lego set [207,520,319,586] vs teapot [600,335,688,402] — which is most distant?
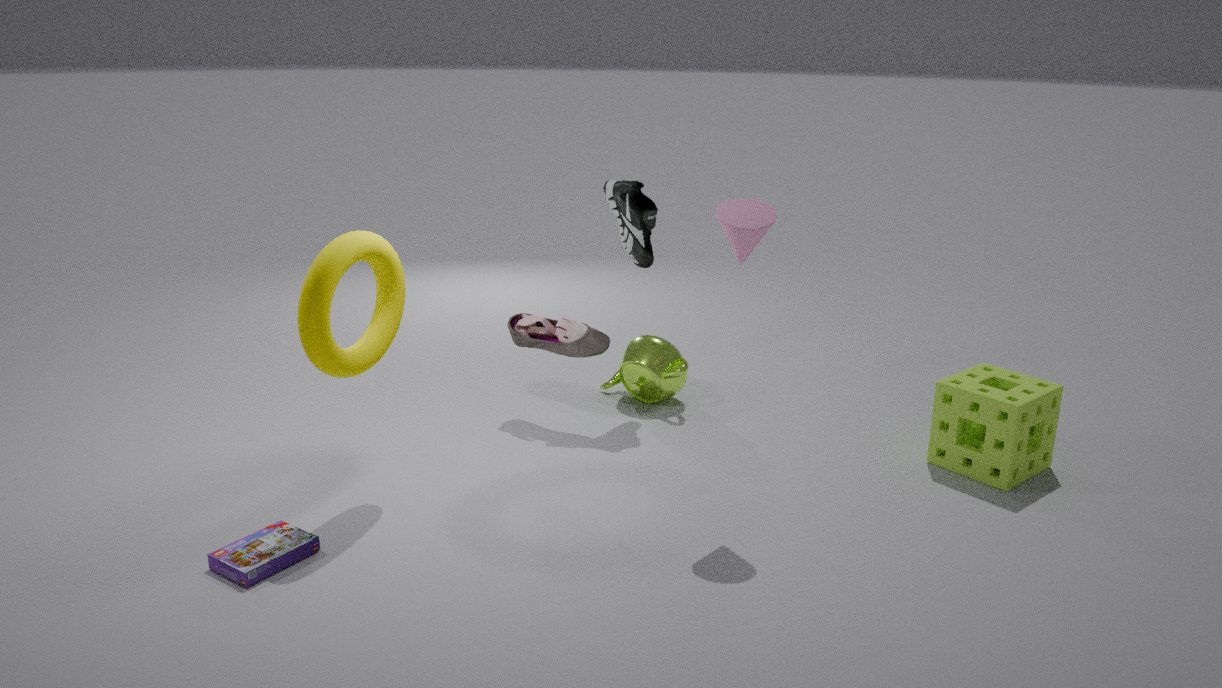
teapot [600,335,688,402]
